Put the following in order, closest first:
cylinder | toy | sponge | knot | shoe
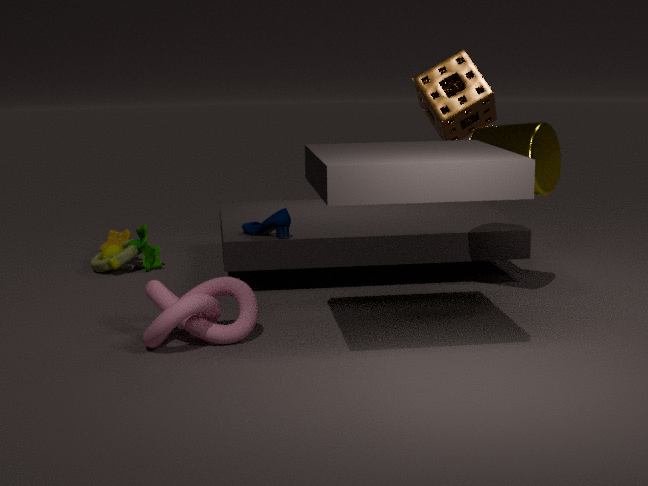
1. knot
2. cylinder
3. shoe
4. toy
5. sponge
